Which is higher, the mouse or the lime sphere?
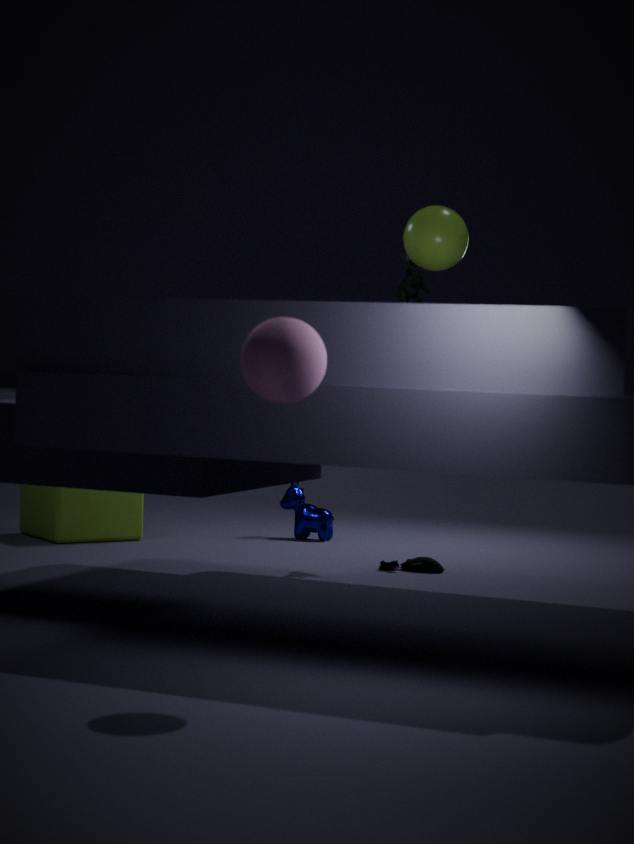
the lime sphere
